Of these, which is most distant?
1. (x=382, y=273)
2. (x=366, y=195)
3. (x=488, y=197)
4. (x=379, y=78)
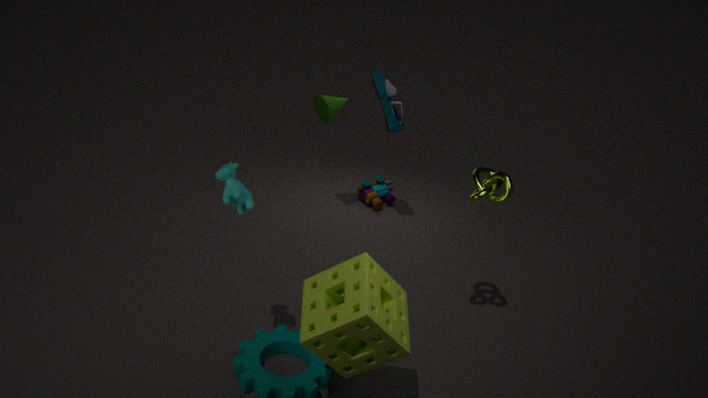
(x=366, y=195)
